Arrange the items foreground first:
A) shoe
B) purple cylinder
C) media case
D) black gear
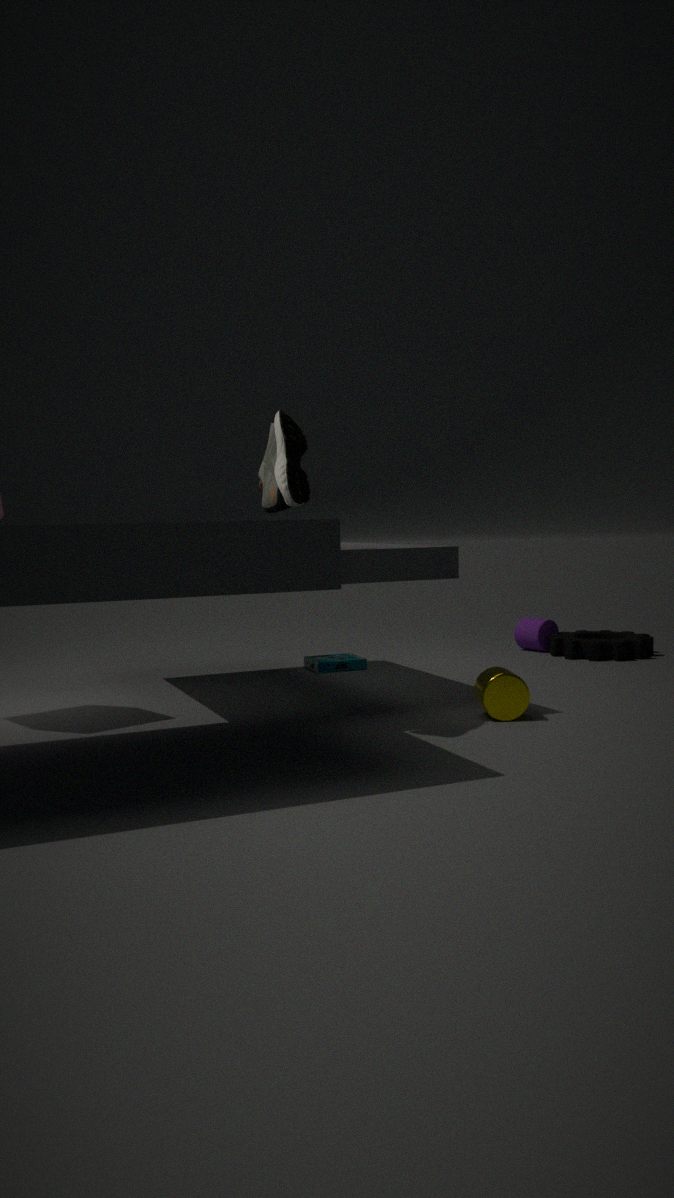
shoe → media case → black gear → purple cylinder
